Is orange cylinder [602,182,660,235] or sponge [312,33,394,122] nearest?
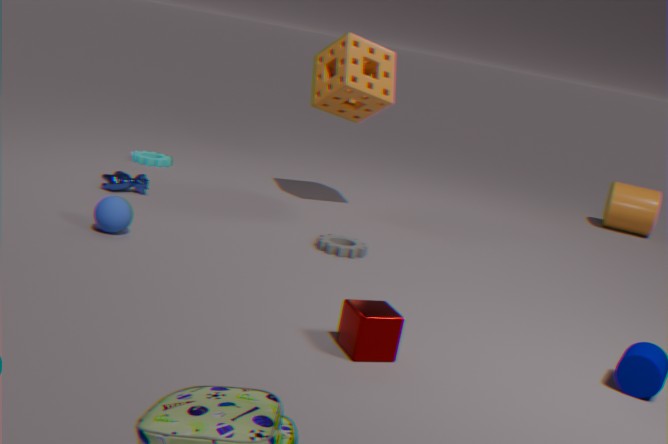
sponge [312,33,394,122]
